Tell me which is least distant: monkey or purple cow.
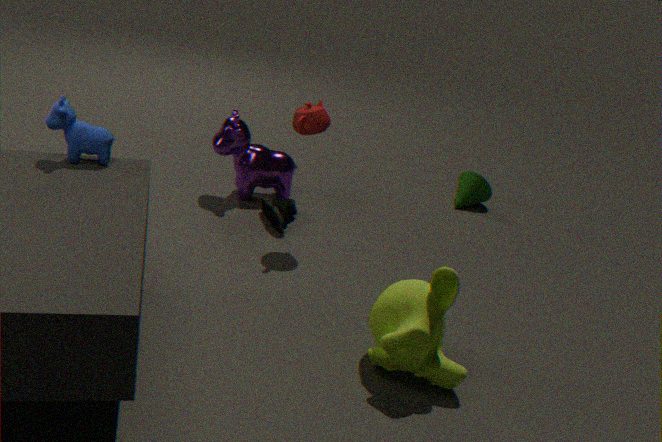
monkey
